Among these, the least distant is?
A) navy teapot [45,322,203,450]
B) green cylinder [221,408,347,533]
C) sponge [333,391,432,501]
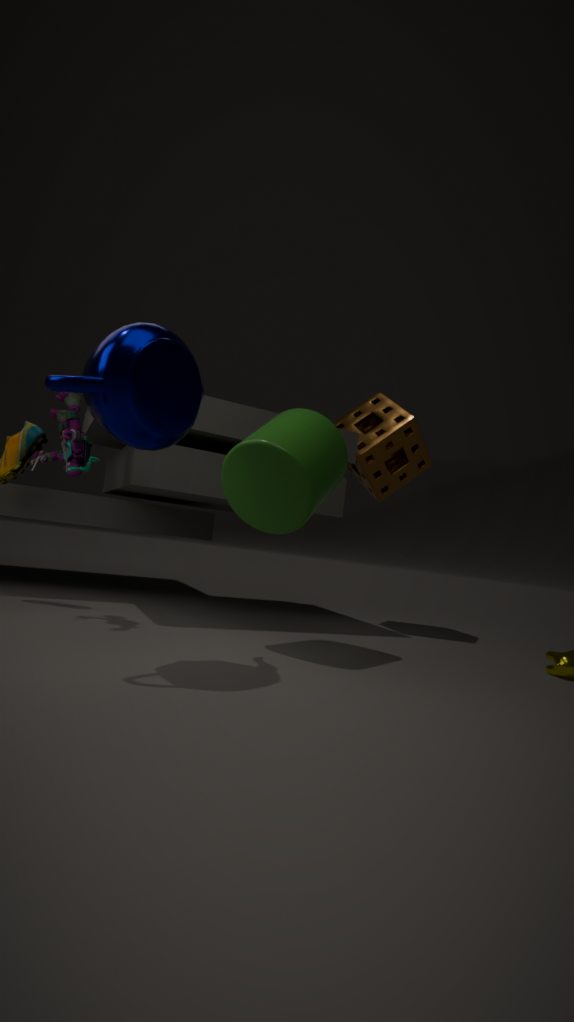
navy teapot [45,322,203,450]
